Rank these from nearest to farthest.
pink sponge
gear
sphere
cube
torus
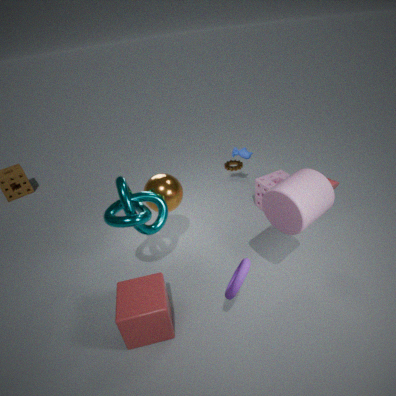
1. torus
2. cube
3. sphere
4. pink sponge
5. gear
